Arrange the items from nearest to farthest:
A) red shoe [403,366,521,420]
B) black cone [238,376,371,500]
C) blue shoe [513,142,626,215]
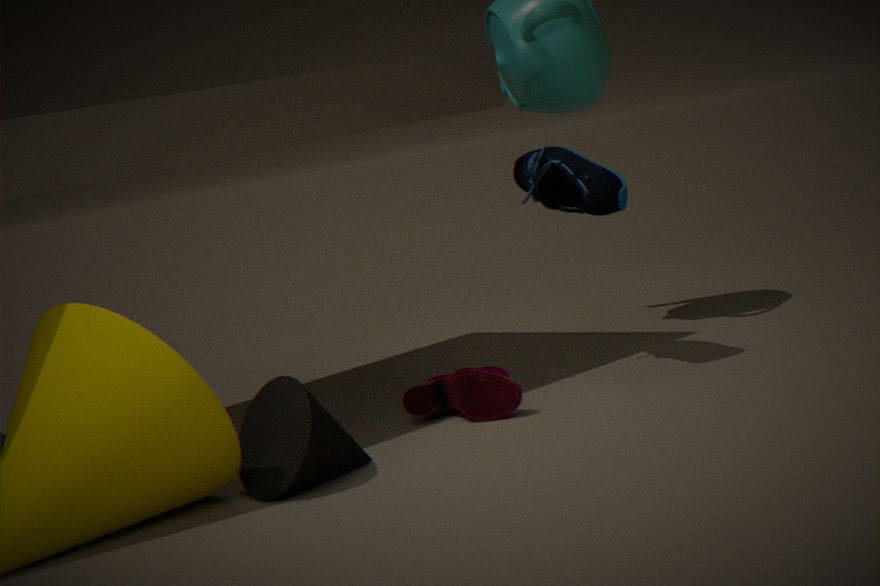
1. black cone [238,376,371,500]
2. red shoe [403,366,521,420]
3. blue shoe [513,142,626,215]
